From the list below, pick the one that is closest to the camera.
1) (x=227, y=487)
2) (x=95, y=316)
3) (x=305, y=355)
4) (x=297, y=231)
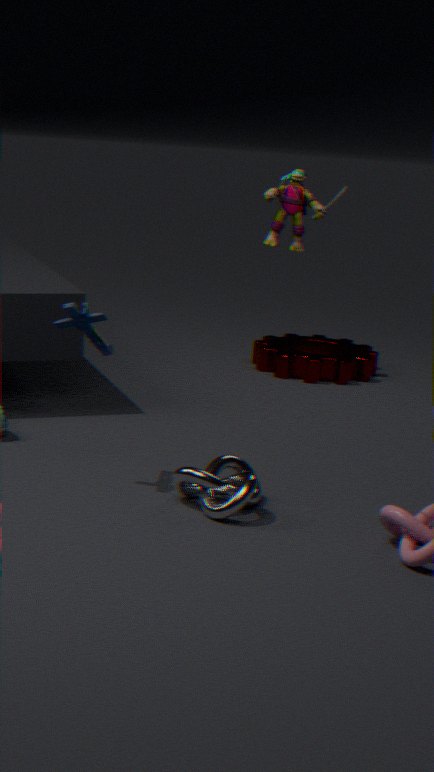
4. (x=297, y=231)
